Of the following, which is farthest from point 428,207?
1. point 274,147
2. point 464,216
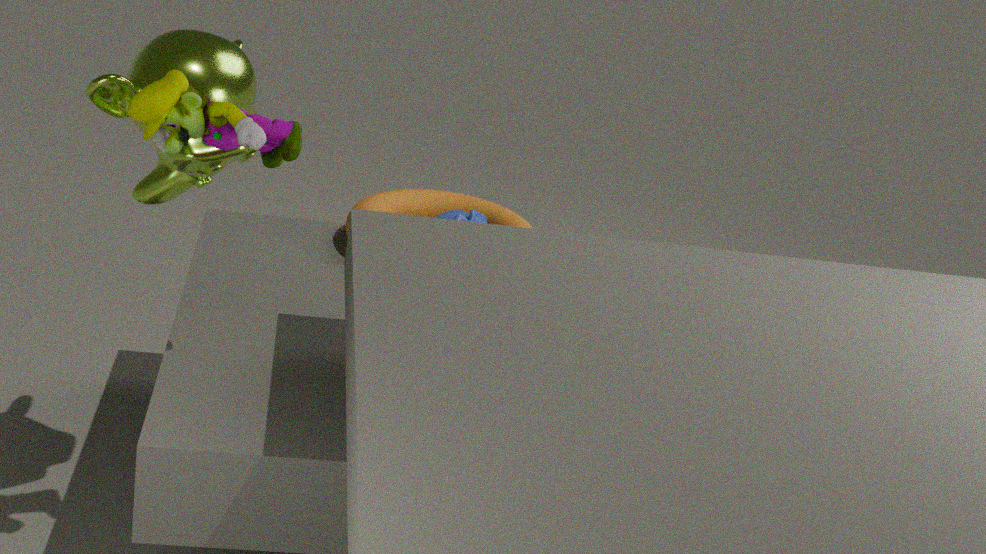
point 274,147
